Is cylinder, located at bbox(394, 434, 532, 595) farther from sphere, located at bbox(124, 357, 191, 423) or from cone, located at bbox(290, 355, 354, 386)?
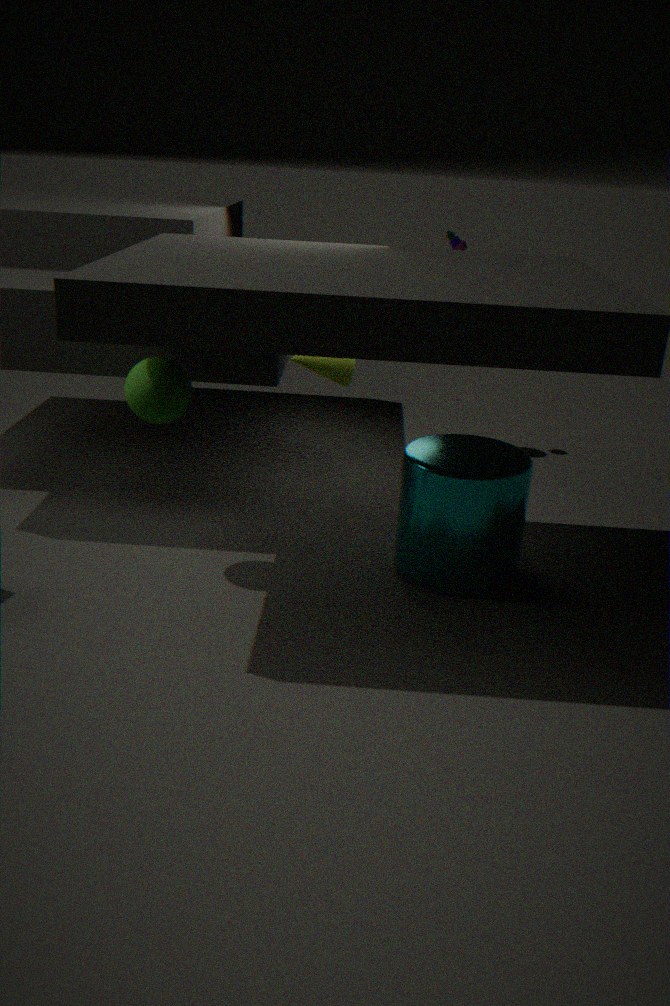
cone, located at bbox(290, 355, 354, 386)
